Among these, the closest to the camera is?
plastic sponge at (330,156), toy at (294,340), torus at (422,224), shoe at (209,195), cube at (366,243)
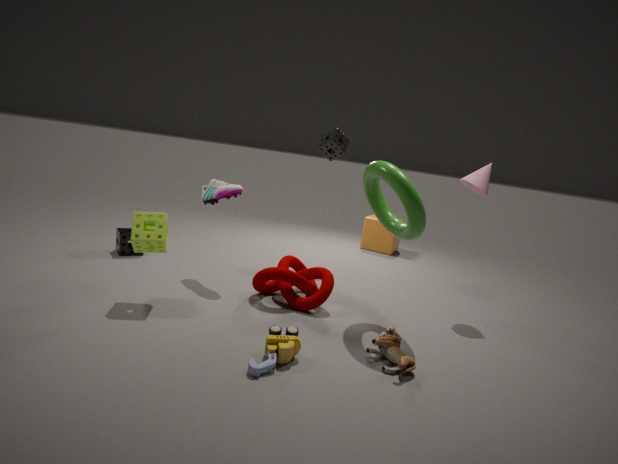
toy at (294,340)
